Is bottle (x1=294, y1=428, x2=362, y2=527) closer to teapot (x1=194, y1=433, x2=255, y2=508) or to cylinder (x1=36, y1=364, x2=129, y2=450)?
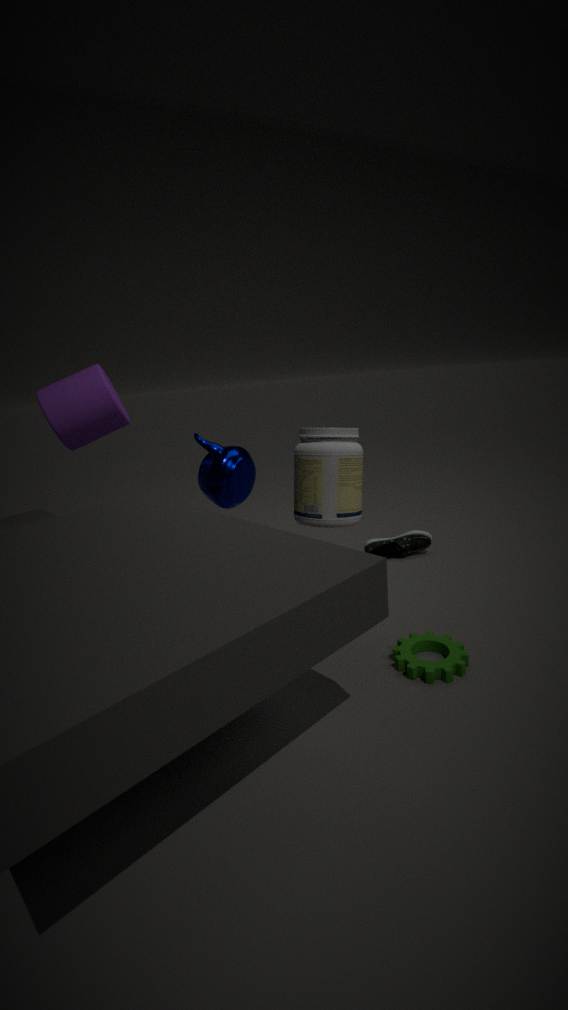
teapot (x1=194, y1=433, x2=255, y2=508)
